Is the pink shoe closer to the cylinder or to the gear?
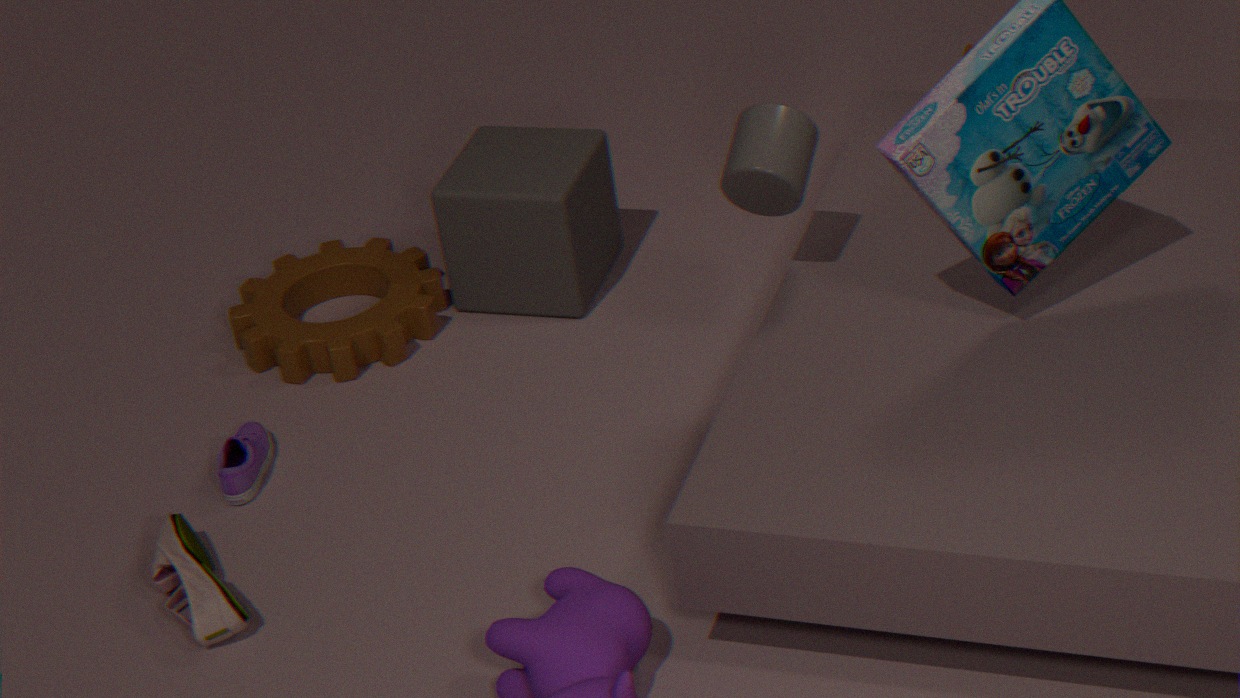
the gear
